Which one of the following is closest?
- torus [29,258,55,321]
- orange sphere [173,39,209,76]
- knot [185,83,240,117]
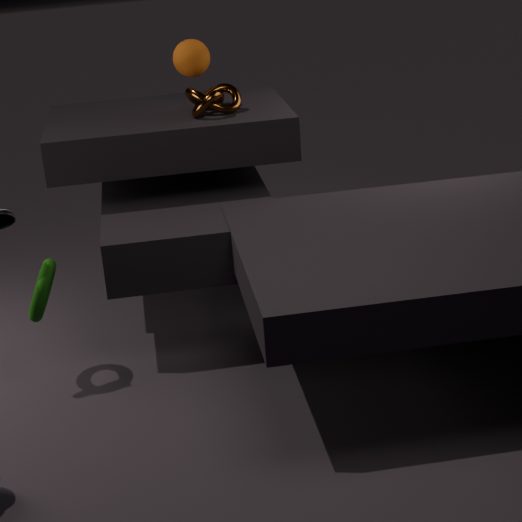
torus [29,258,55,321]
